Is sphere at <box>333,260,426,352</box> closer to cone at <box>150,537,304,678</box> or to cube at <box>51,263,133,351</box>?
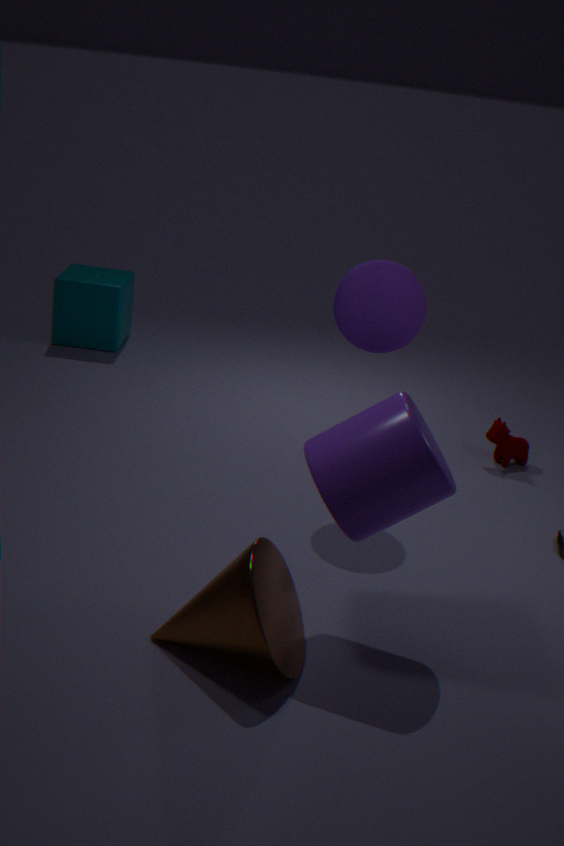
cone at <box>150,537,304,678</box>
